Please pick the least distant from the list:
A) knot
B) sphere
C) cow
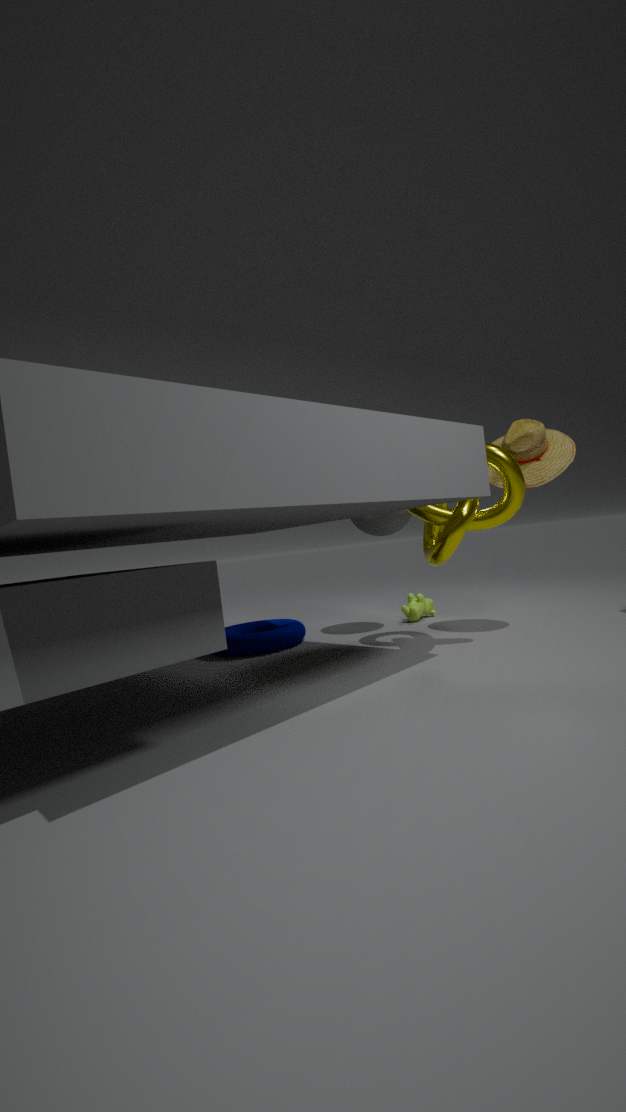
knot
